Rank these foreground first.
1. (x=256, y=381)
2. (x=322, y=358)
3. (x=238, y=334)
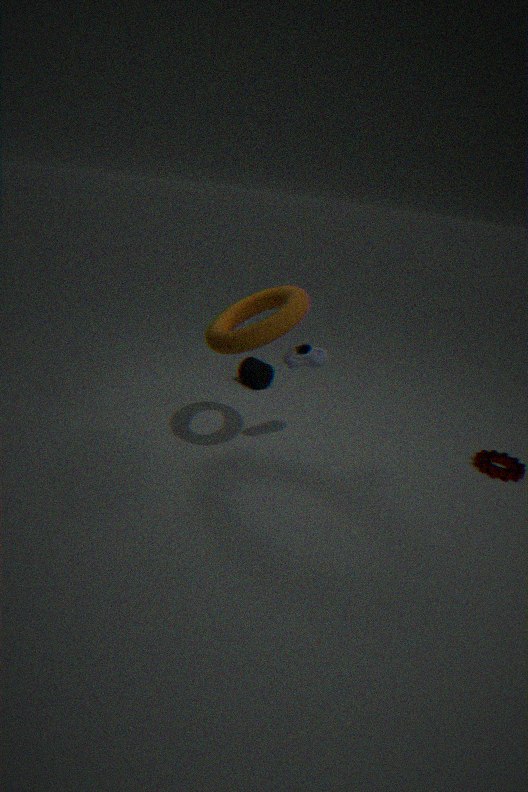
1. (x=238, y=334)
2. (x=322, y=358)
3. (x=256, y=381)
